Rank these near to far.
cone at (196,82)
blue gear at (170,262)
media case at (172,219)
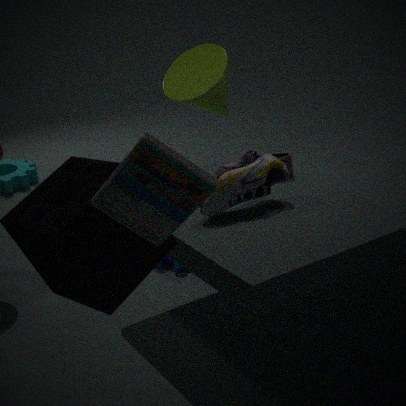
media case at (172,219), blue gear at (170,262), cone at (196,82)
